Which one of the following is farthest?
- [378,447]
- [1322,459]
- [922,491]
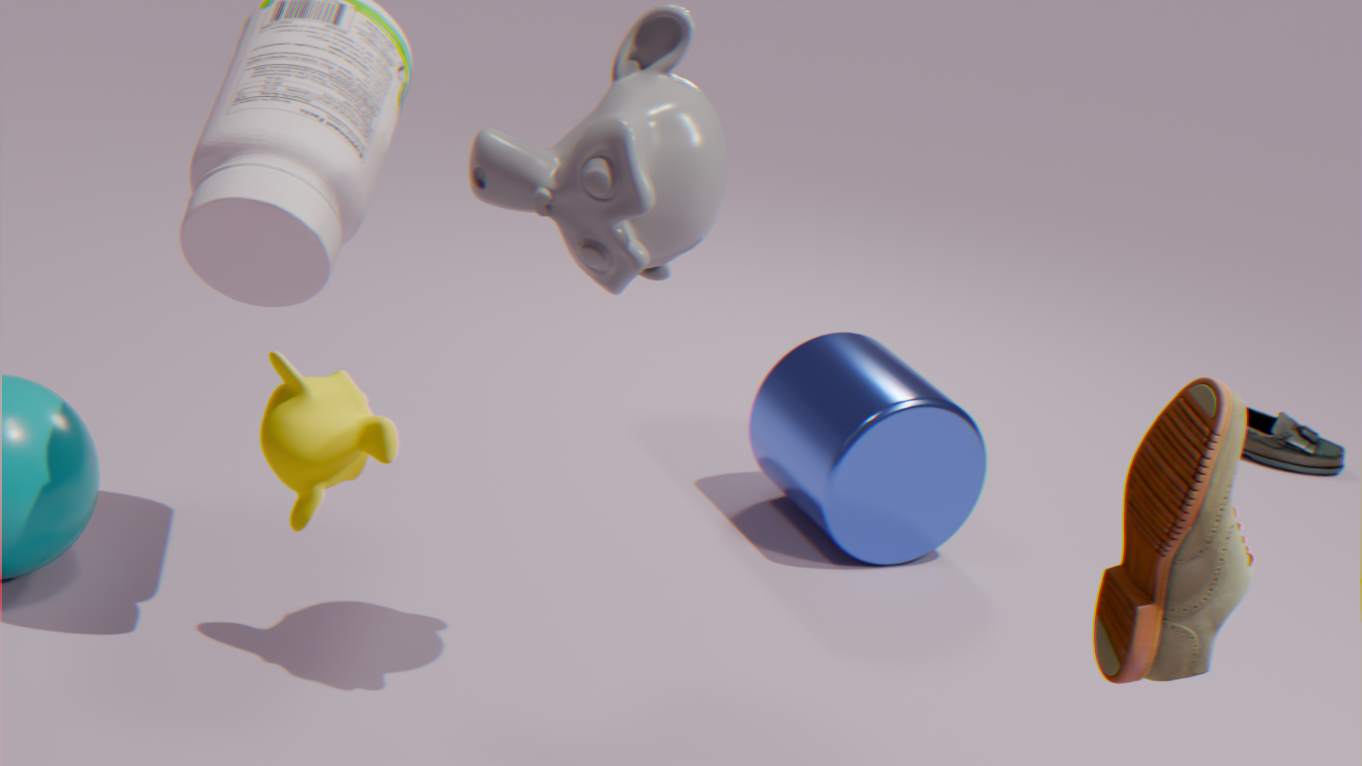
[1322,459]
